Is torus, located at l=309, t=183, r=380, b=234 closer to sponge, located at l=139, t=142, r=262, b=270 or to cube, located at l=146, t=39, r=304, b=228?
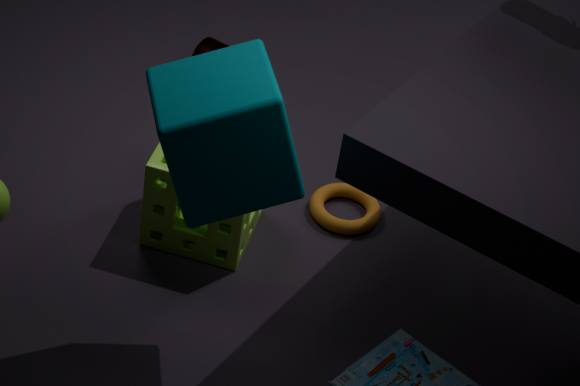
sponge, located at l=139, t=142, r=262, b=270
